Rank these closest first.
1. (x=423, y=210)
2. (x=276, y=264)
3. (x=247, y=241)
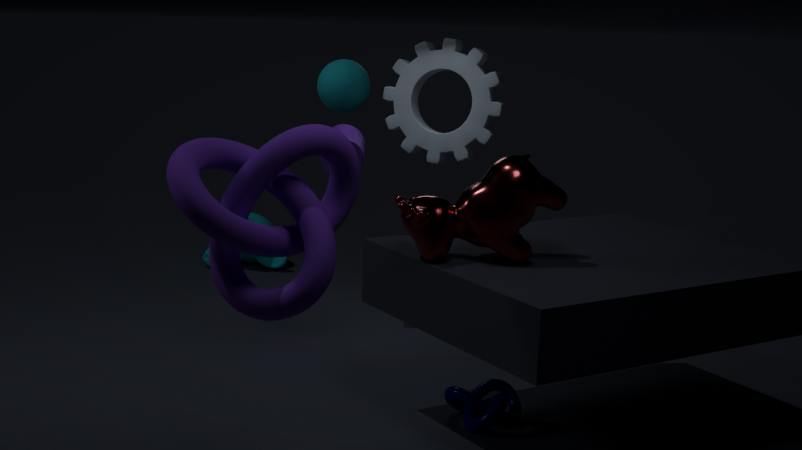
1. (x=247, y=241)
2. (x=423, y=210)
3. (x=276, y=264)
